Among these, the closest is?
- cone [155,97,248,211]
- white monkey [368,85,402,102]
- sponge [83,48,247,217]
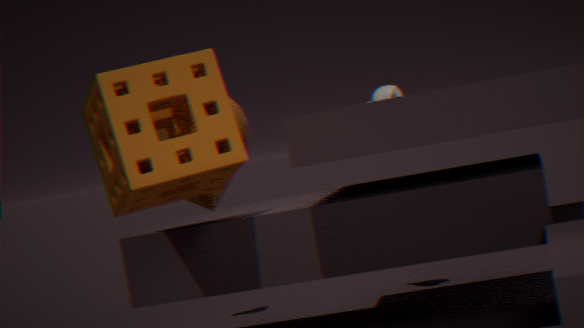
sponge [83,48,247,217]
